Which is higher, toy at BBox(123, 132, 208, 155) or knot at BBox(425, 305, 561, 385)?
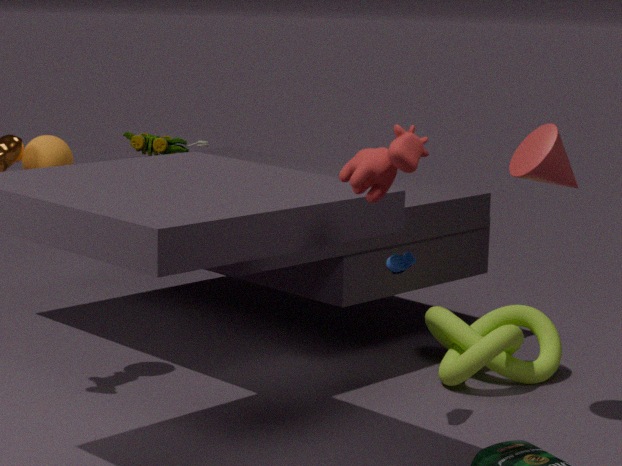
toy at BBox(123, 132, 208, 155)
